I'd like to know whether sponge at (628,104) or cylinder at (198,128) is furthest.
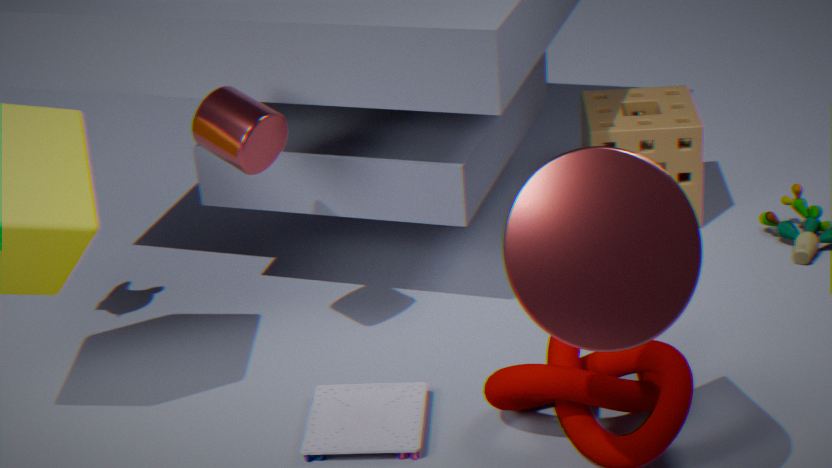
sponge at (628,104)
